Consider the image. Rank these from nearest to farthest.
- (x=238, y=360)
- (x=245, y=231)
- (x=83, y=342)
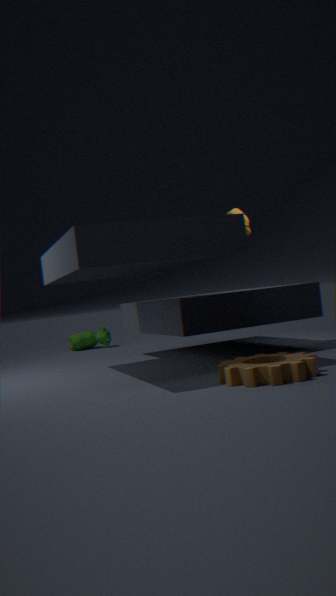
(x=238, y=360) < (x=245, y=231) < (x=83, y=342)
